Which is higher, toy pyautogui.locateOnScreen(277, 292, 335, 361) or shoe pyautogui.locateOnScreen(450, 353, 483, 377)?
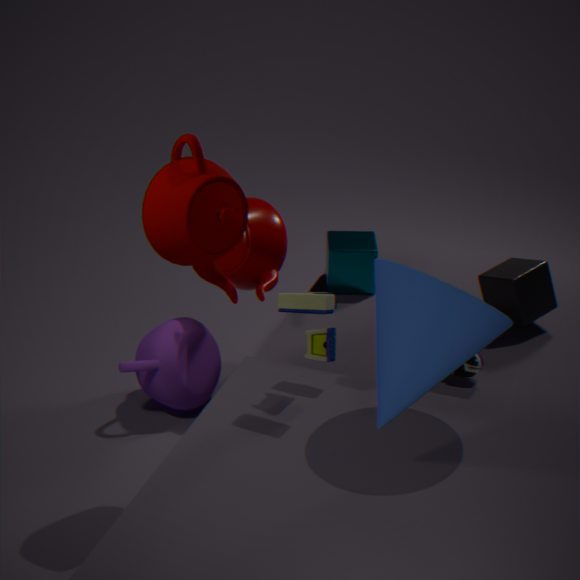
toy pyautogui.locateOnScreen(277, 292, 335, 361)
